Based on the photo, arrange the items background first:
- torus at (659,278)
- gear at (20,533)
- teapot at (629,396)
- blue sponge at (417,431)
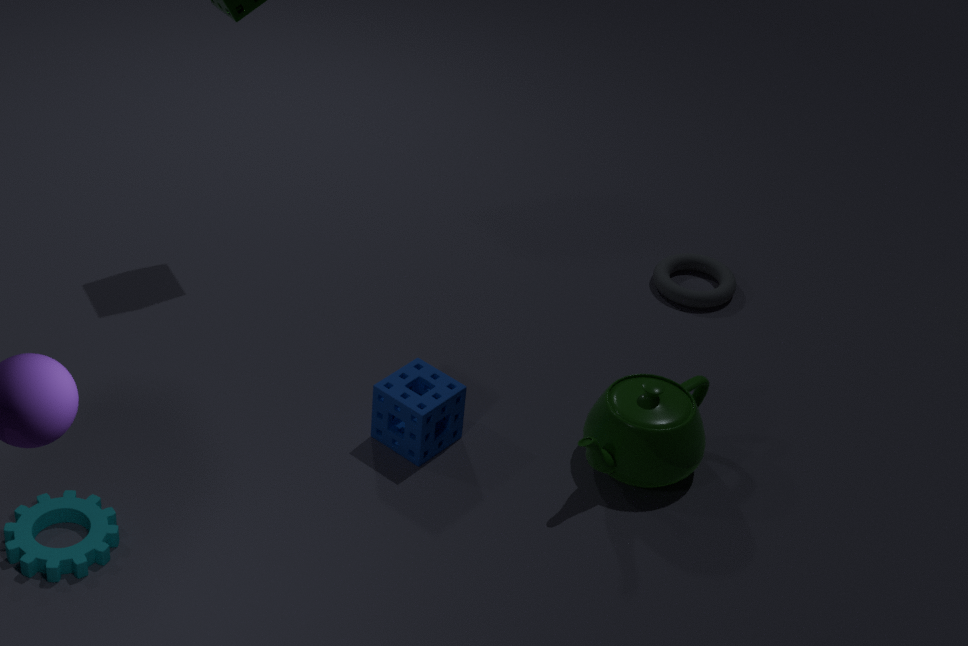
torus at (659,278) → blue sponge at (417,431) → teapot at (629,396) → gear at (20,533)
